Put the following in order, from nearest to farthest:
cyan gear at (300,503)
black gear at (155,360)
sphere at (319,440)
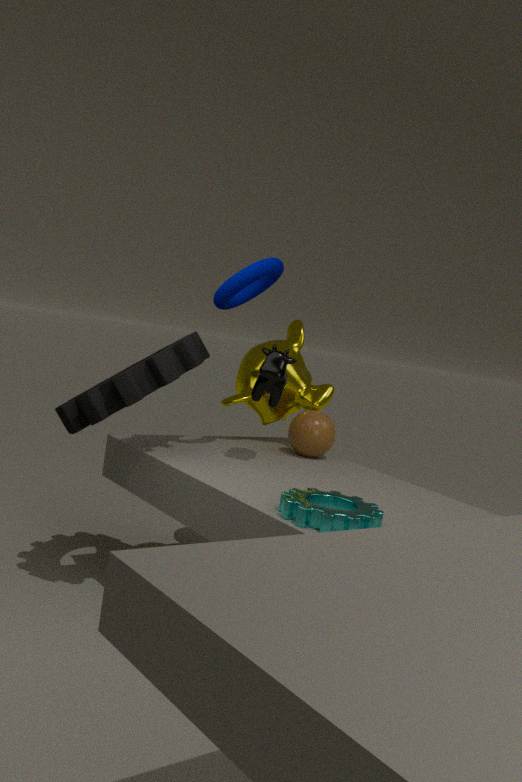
cyan gear at (300,503) < black gear at (155,360) < sphere at (319,440)
